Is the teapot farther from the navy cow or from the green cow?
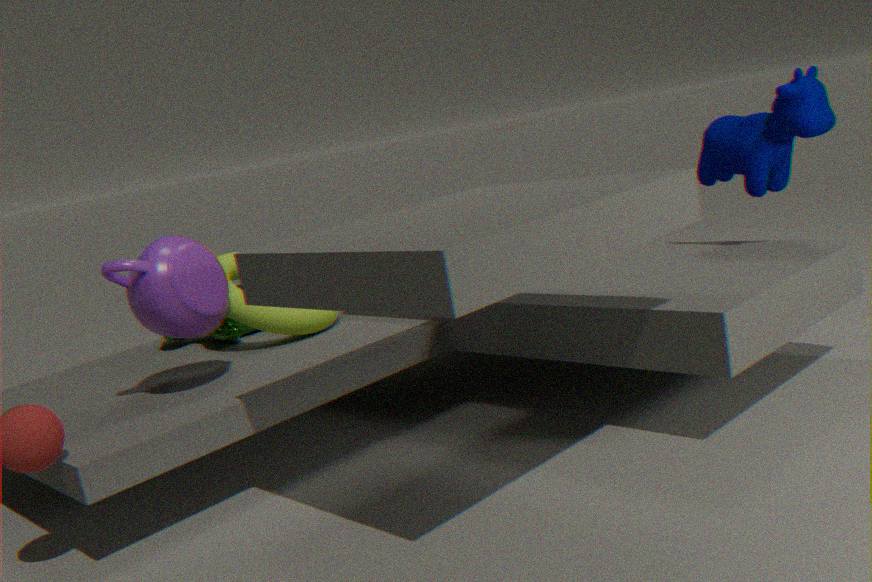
the navy cow
